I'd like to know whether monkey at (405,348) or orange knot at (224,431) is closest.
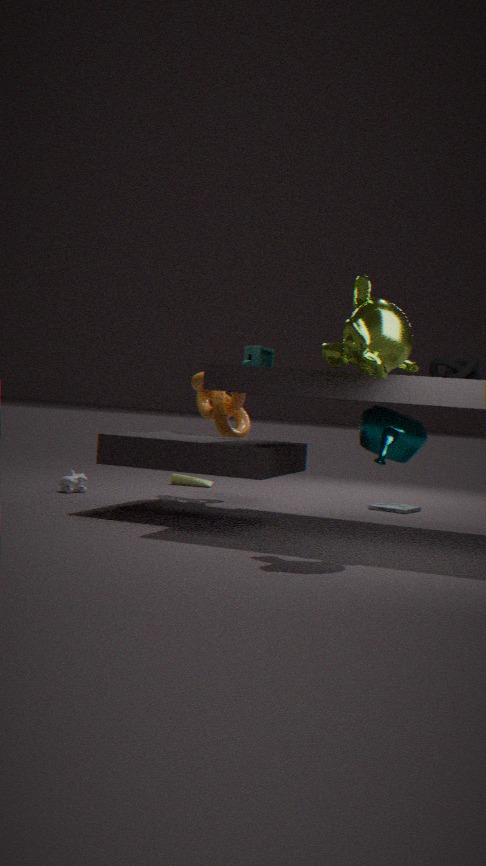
monkey at (405,348)
